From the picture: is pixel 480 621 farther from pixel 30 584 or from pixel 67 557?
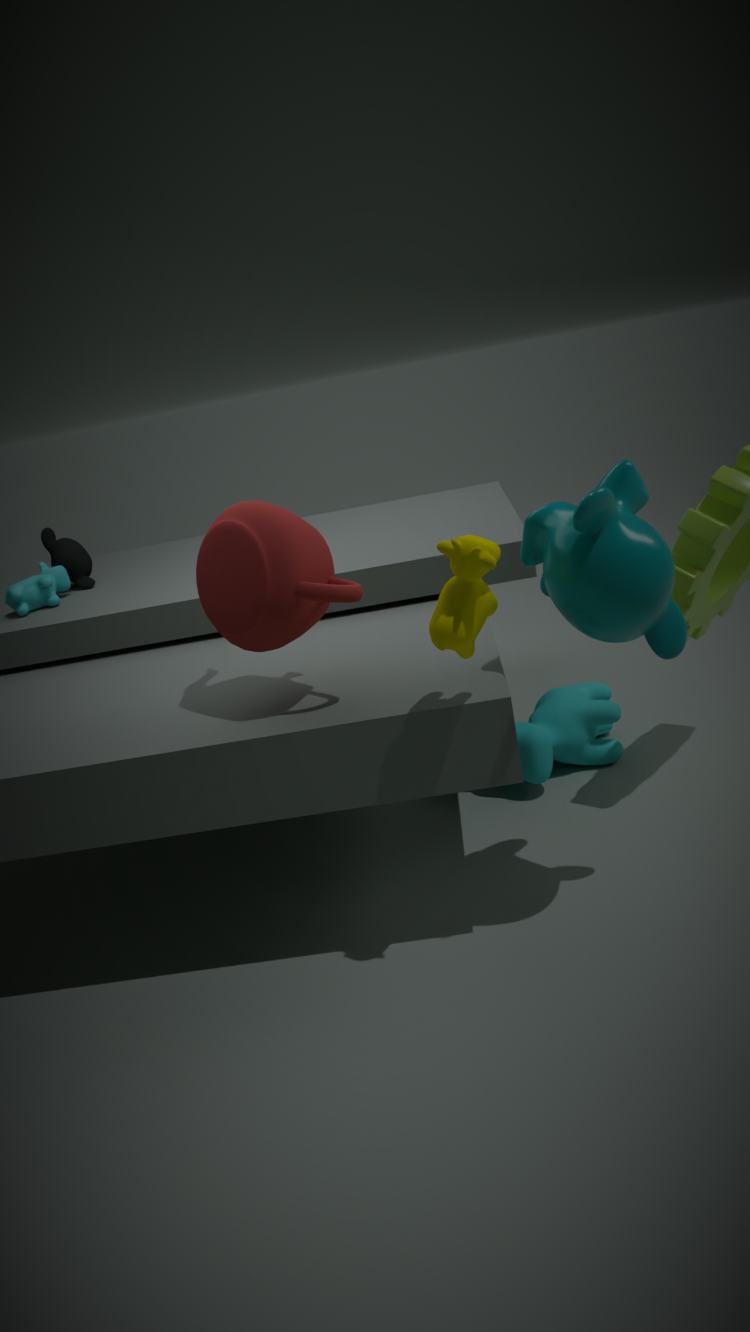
Answer: pixel 67 557
